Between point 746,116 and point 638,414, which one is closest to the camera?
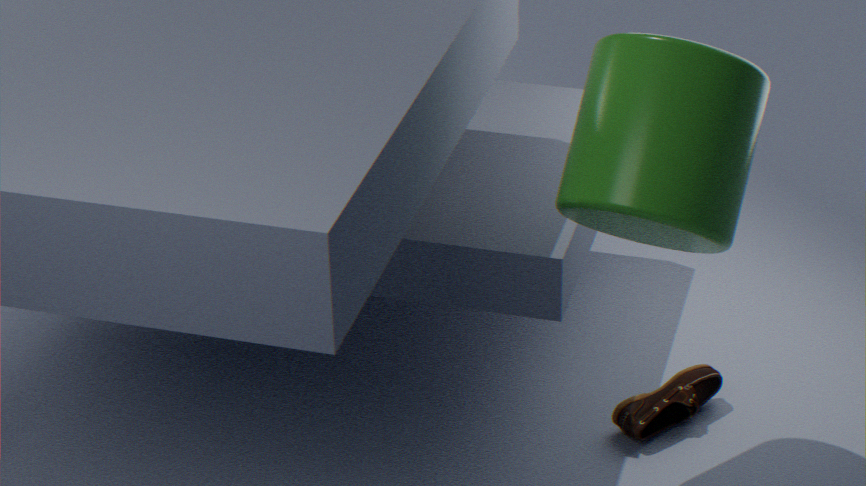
point 746,116
